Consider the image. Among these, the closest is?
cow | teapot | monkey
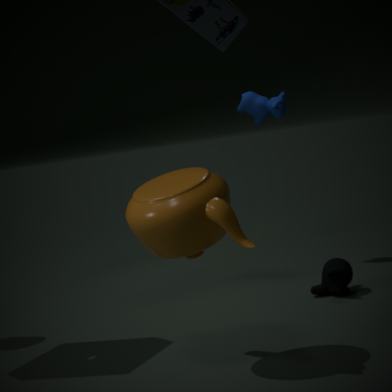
teapot
